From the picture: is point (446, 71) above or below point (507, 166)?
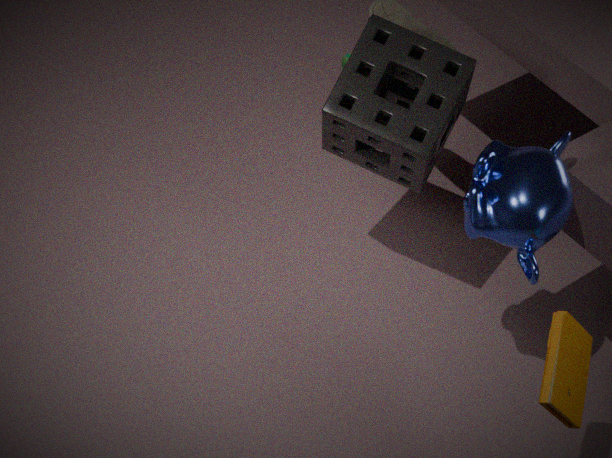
below
